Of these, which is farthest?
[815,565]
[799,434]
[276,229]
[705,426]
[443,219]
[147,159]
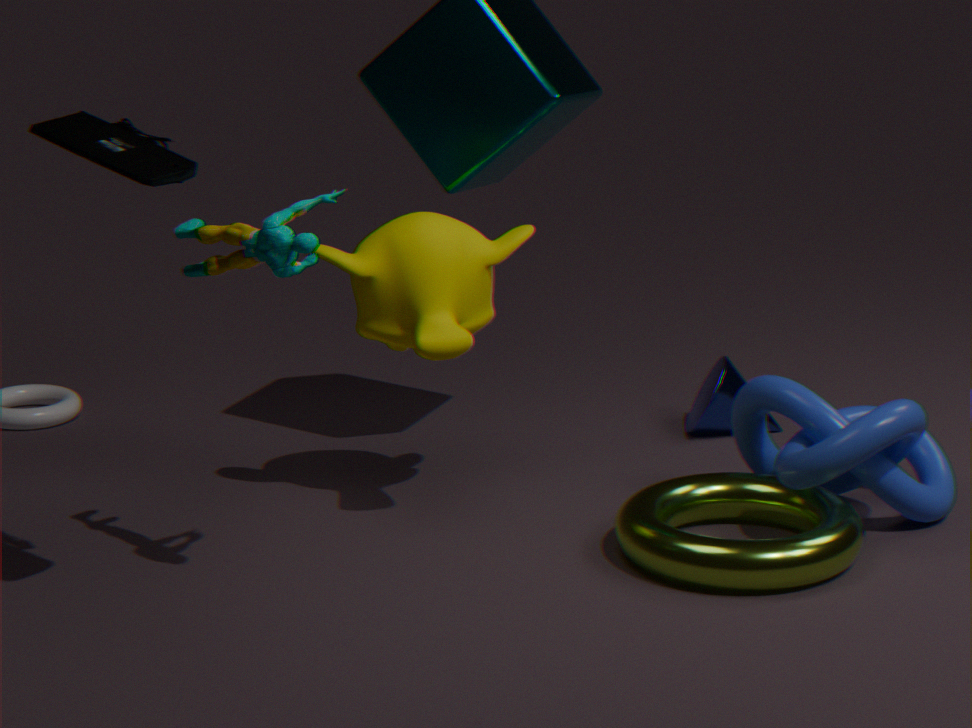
[705,426]
